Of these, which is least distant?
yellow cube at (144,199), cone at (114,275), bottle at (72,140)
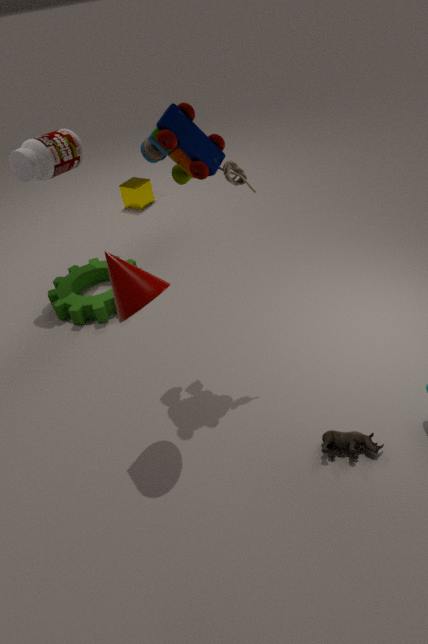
cone at (114,275)
